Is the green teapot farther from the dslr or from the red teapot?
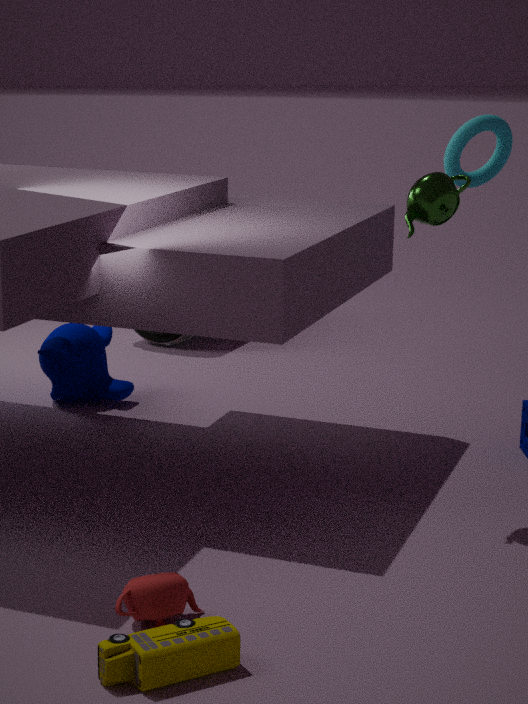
the dslr
